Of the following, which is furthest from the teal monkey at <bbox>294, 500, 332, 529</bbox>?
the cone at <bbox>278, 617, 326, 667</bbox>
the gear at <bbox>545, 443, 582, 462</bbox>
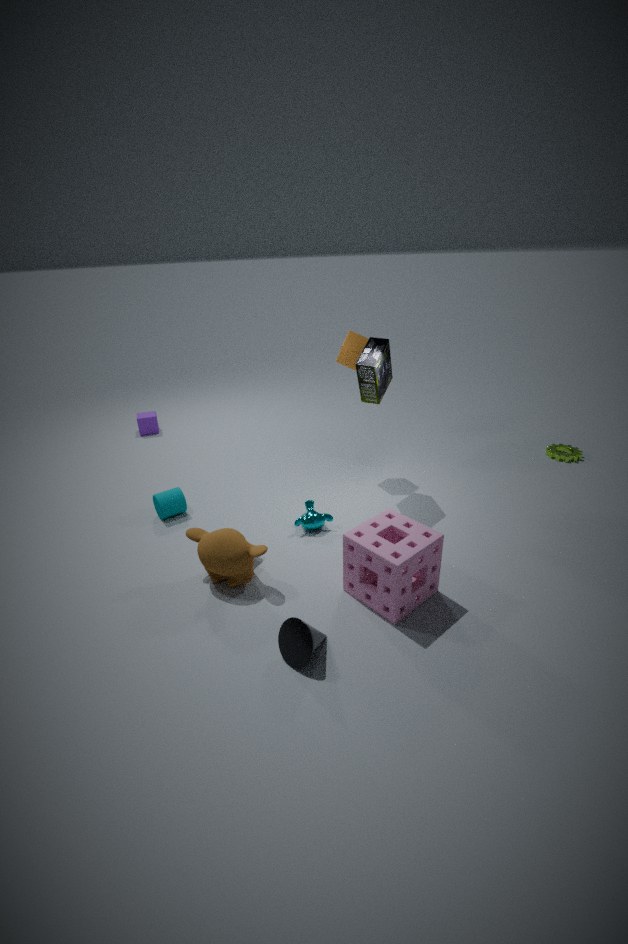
the gear at <bbox>545, 443, 582, 462</bbox>
